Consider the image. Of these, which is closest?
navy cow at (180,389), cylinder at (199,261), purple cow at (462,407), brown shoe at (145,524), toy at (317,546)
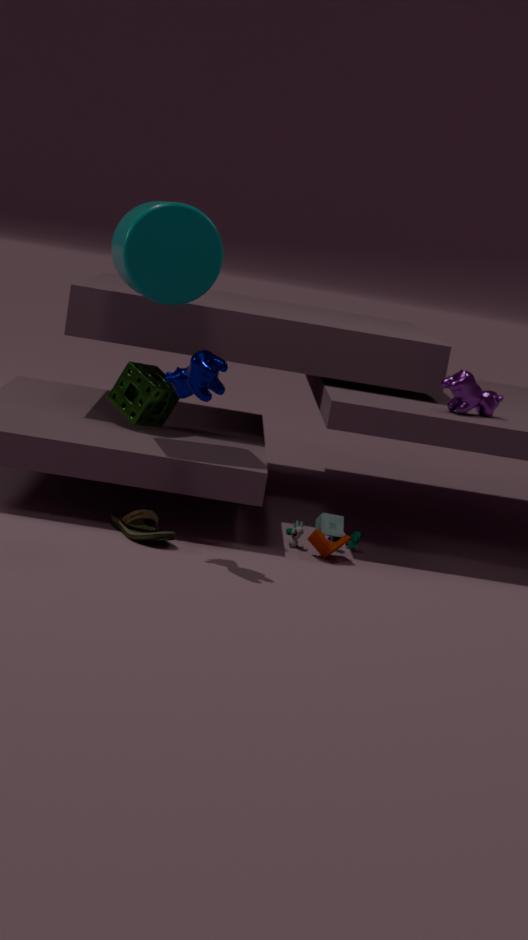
navy cow at (180,389)
